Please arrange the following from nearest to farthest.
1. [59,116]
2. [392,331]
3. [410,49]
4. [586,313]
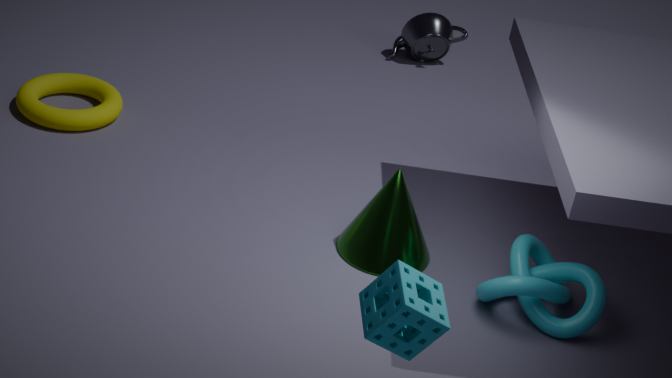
[392,331]
[586,313]
[59,116]
[410,49]
